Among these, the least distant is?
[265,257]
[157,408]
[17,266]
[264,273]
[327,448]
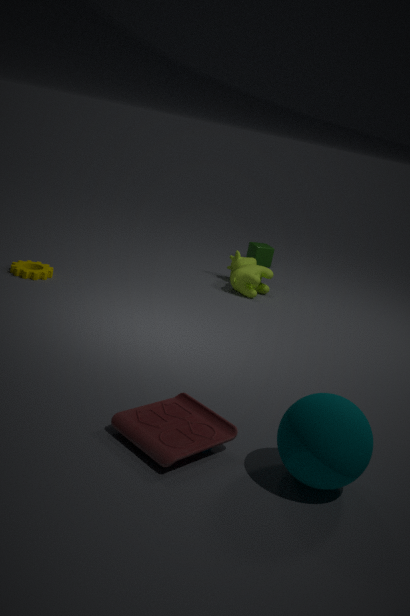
[327,448]
